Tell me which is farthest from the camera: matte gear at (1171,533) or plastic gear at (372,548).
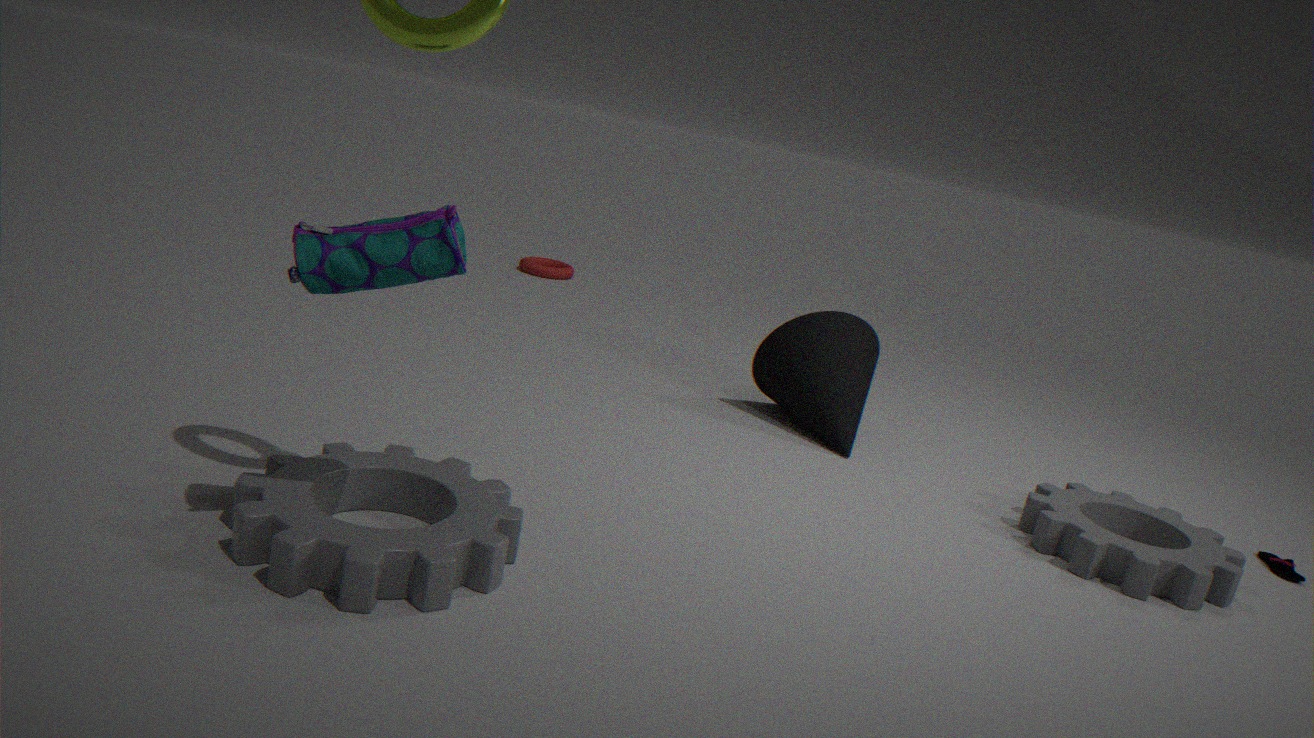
matte gear at (1171,533)
